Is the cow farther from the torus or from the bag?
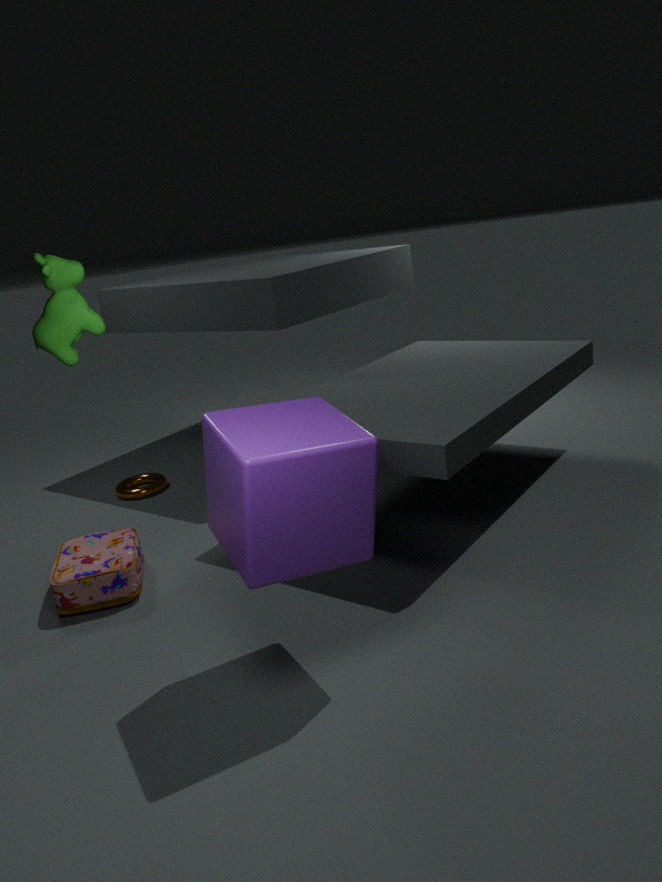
the torus
